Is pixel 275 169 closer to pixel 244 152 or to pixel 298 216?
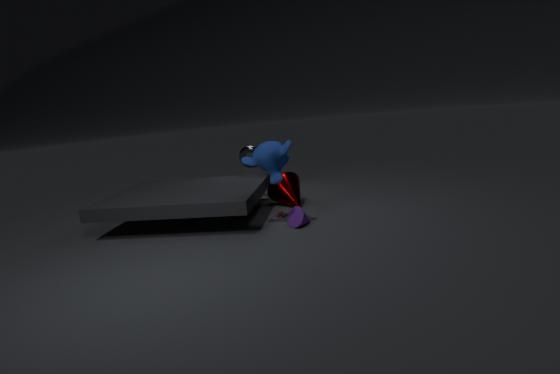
pixel 298 216
